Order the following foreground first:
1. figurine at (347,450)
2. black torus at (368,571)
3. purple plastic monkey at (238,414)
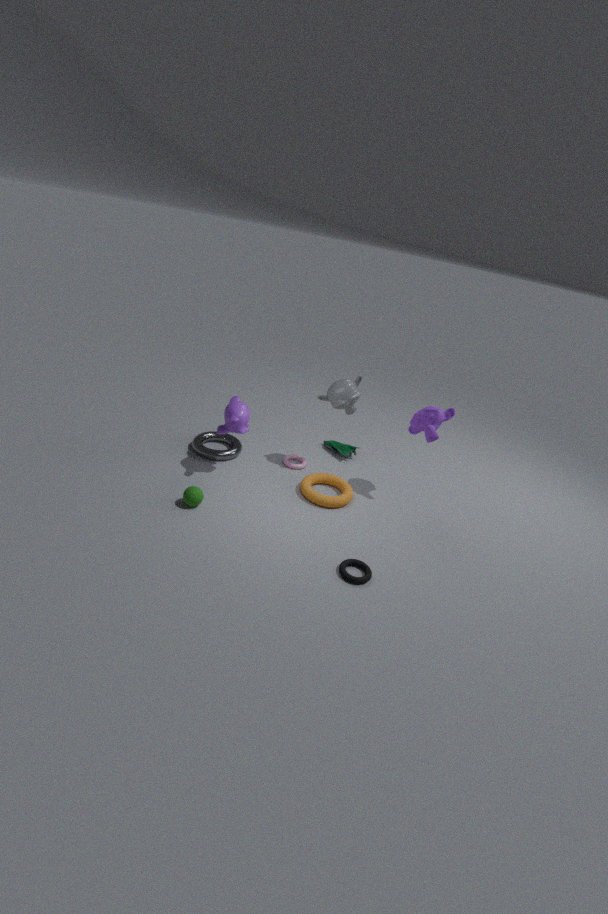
black torus at (368,571)
purple plastic monkey at (238,414)
figurine at (347,450)
